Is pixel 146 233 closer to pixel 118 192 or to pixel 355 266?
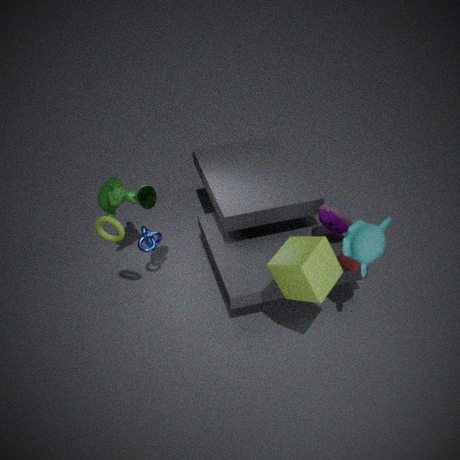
pixel 118 192
